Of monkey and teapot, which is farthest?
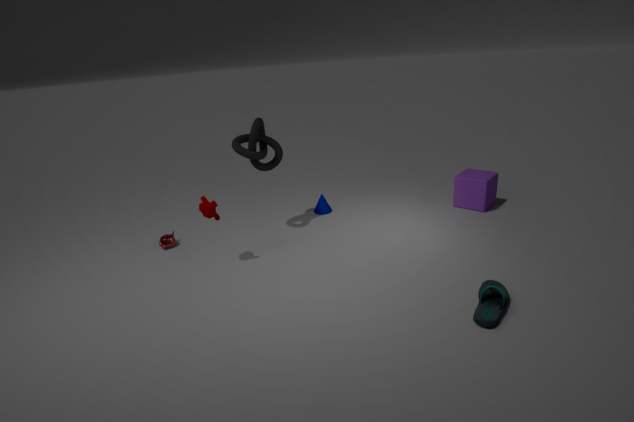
teapot
